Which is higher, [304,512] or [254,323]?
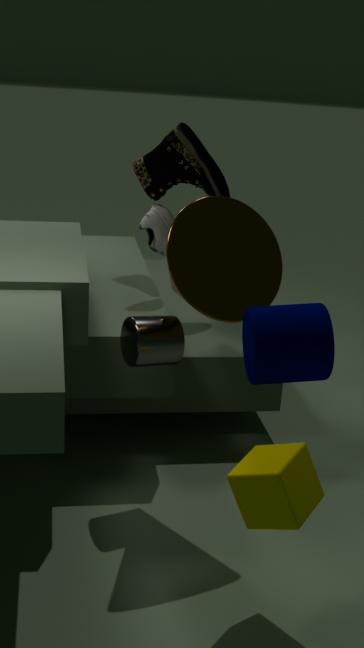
[254,323]
